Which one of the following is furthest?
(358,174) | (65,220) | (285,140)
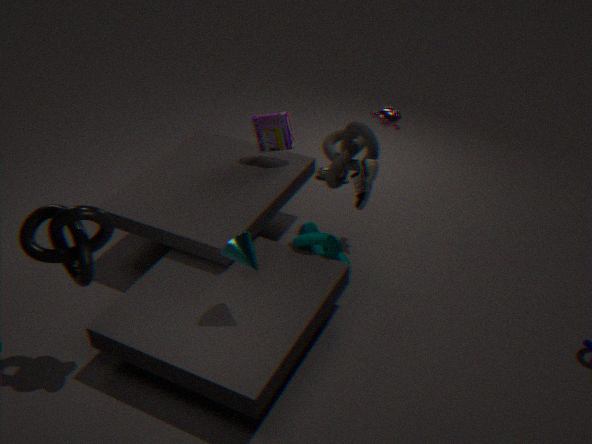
(285,140)
